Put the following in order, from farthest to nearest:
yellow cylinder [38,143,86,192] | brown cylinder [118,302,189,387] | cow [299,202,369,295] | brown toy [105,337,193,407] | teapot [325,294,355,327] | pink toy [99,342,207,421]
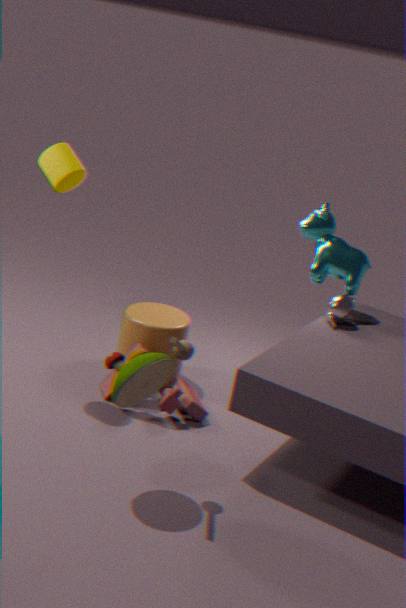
cow [299,202,369,295] → teapot [325,294,355,327] → brown cylinder [118,302,189,387] → pink toy [99,342,207,421] → yellow cylinder [38,143,86,192] → brown toy [105,337,193,407]
